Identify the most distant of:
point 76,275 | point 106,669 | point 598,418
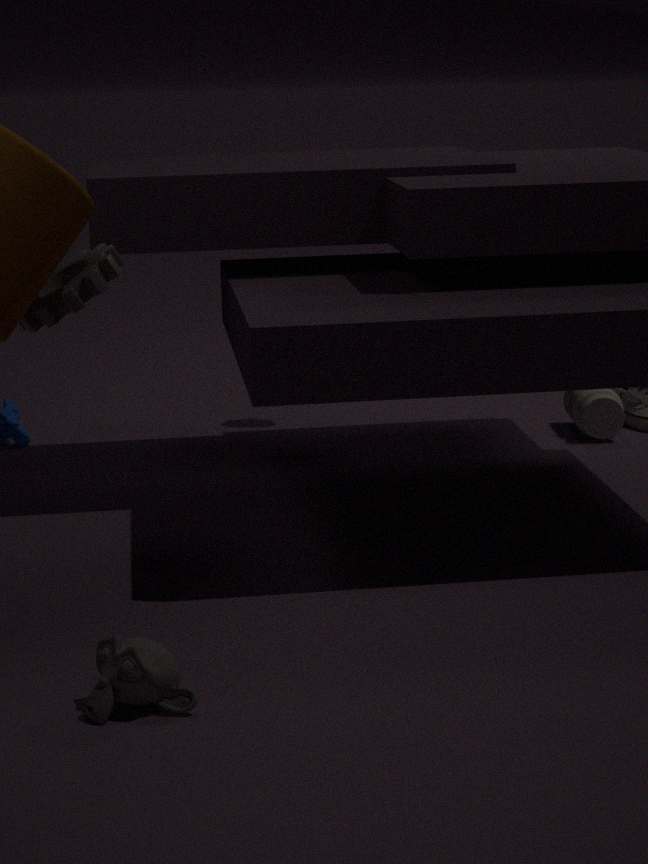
point 598,418
